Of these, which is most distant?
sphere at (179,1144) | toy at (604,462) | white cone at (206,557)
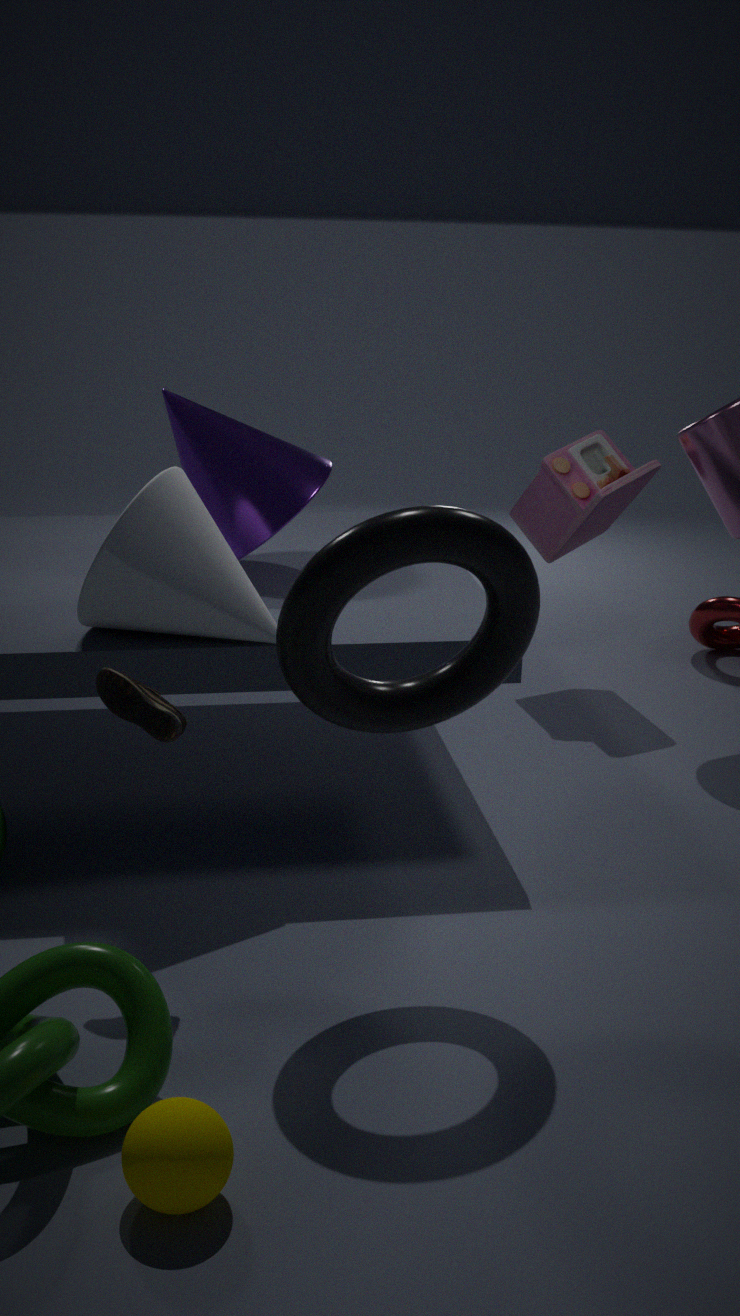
toy at (604,462)
